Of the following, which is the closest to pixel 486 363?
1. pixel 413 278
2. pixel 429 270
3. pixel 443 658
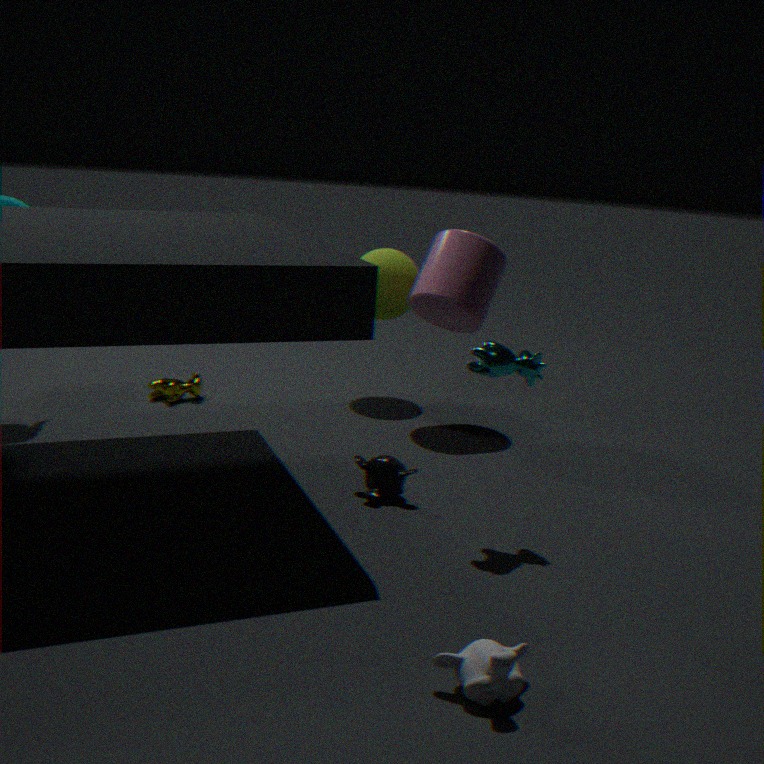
pixel 443 658
